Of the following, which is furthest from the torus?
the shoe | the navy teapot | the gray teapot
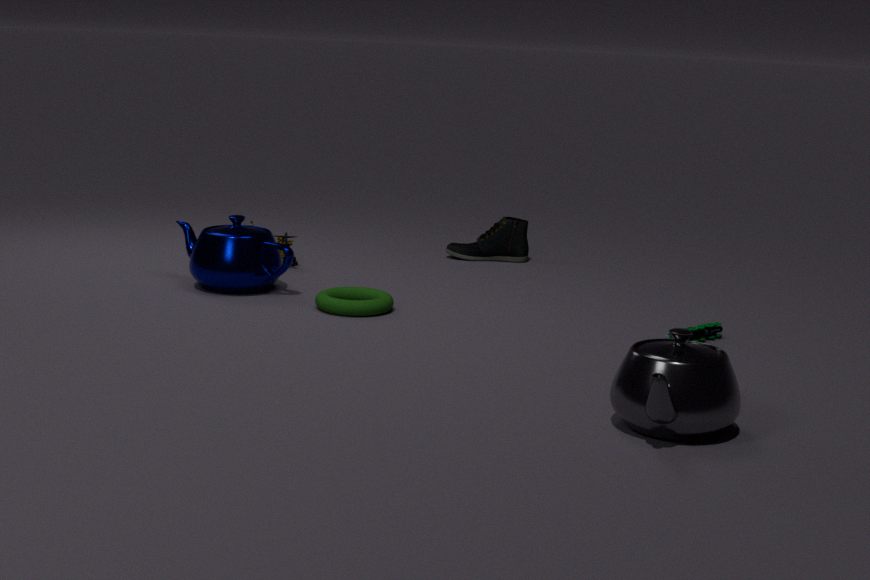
the gray teapot
